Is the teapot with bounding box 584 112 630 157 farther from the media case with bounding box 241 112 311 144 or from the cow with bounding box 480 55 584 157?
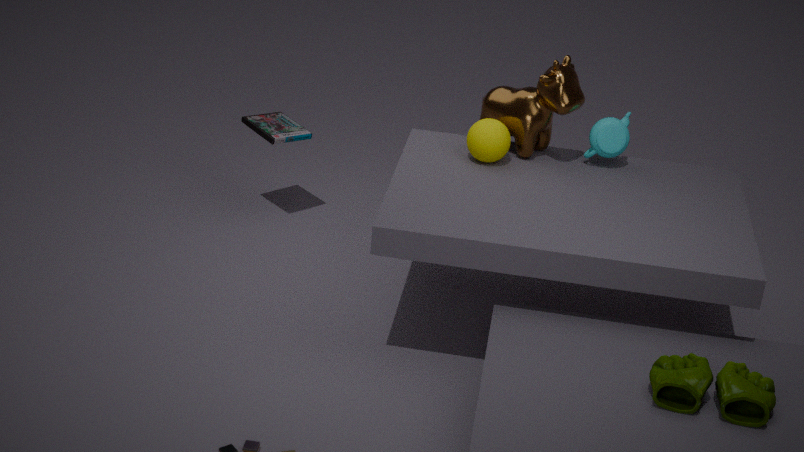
the media case with bounding box 241 112 311 144
